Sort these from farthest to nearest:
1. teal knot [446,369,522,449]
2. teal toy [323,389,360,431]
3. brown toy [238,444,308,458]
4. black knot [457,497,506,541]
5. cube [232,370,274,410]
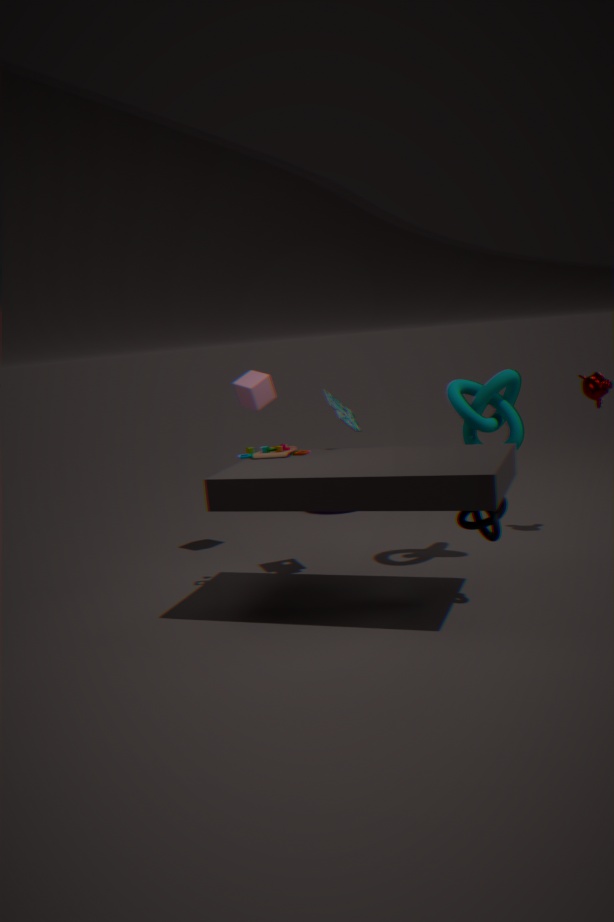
cube [232,370,274,410] < teal toy [323,389,360,431] < teal knot [446,369,522,449] < brown toy [238,444,308,458] < black knot [457,497,506,541]
